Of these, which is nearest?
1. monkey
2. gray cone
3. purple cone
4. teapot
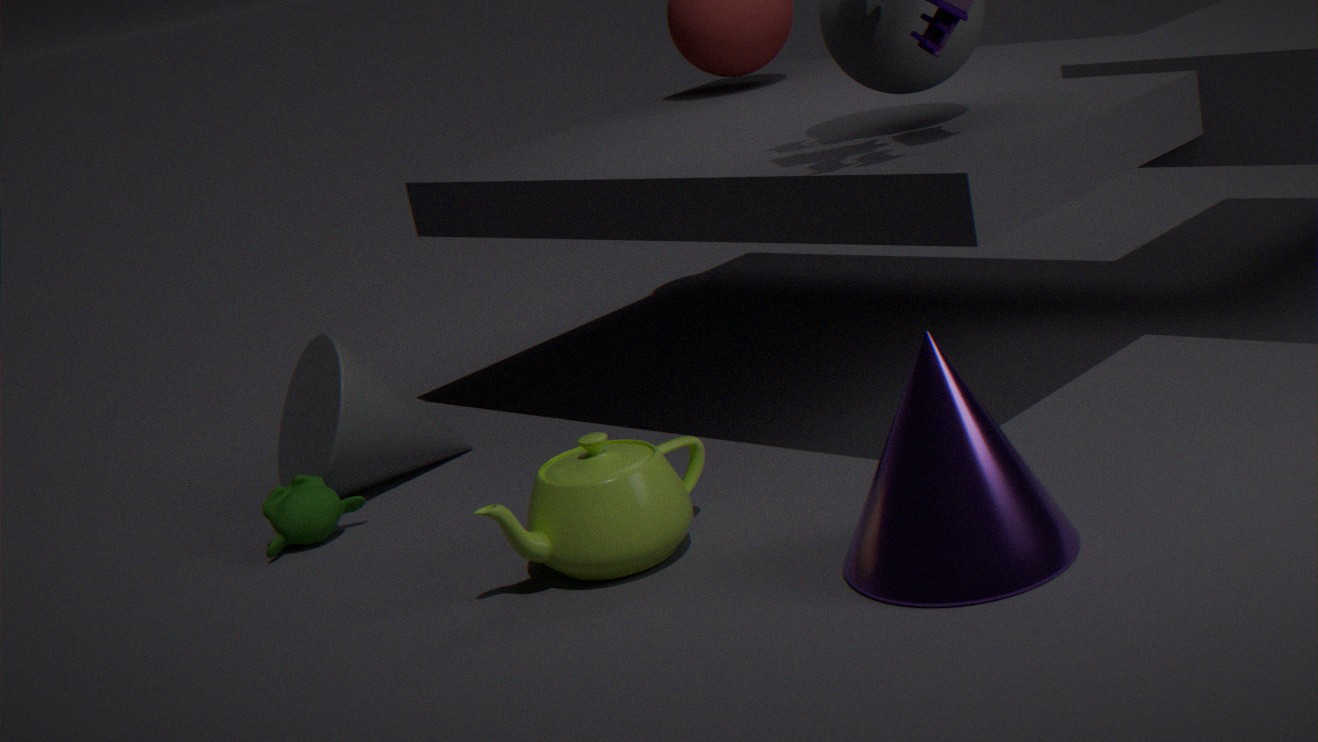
purple cone
